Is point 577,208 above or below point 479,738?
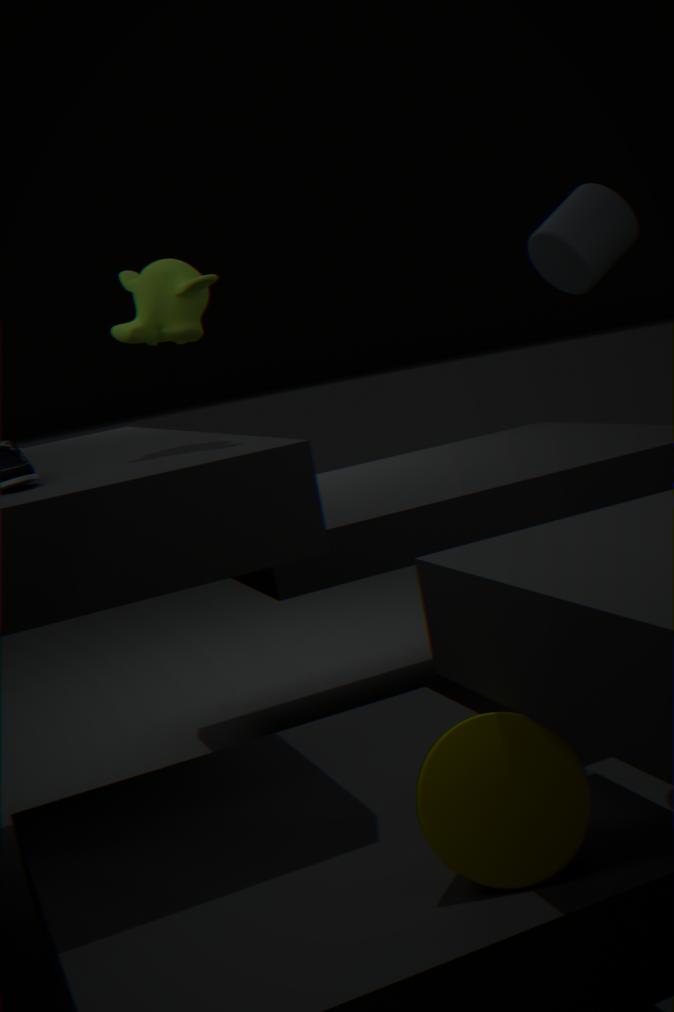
above
